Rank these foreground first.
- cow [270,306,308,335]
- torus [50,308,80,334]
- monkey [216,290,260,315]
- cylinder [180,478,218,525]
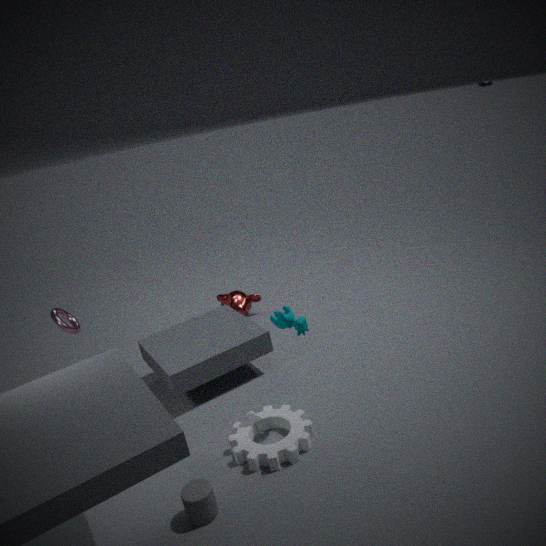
1. cylinder [180,478,218,525]
2. cow [270,306,308,335]
3. torus [50,308,80,334]
4. monkey [216,290,260,315]
